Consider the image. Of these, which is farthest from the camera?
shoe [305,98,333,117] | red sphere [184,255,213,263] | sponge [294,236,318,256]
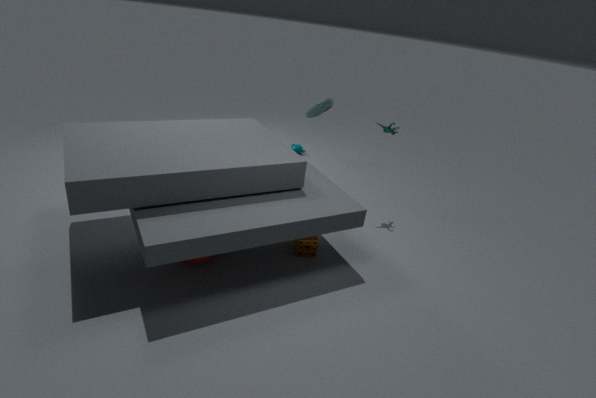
shoe [305,98,333,117]
